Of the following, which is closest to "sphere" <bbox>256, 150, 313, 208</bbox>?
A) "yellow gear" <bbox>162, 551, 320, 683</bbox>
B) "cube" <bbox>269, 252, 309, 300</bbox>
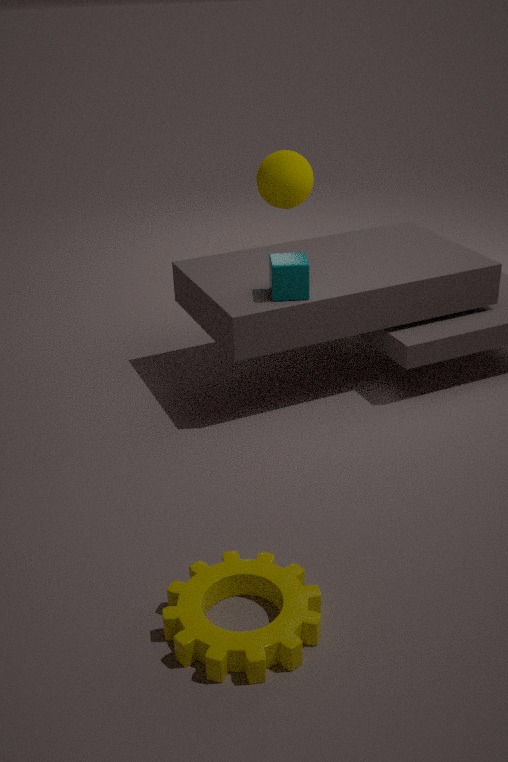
"cube" <bbox>269, 252, 309, 300</bbox>
